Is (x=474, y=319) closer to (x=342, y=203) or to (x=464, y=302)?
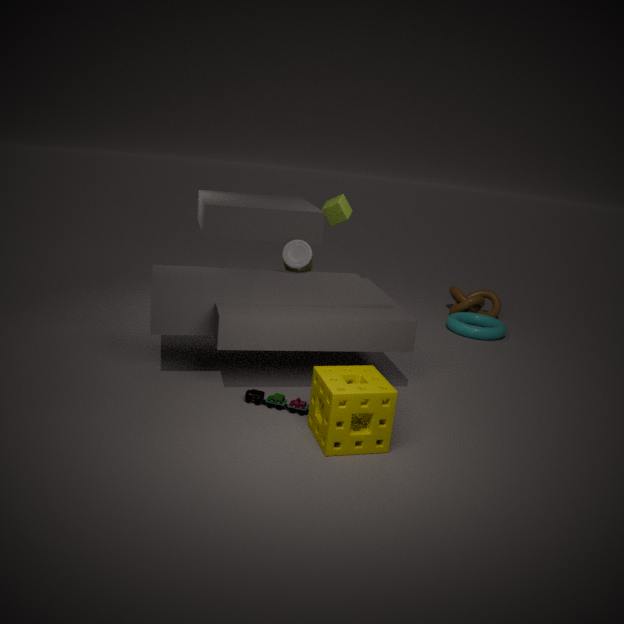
(x=464, y=302)
